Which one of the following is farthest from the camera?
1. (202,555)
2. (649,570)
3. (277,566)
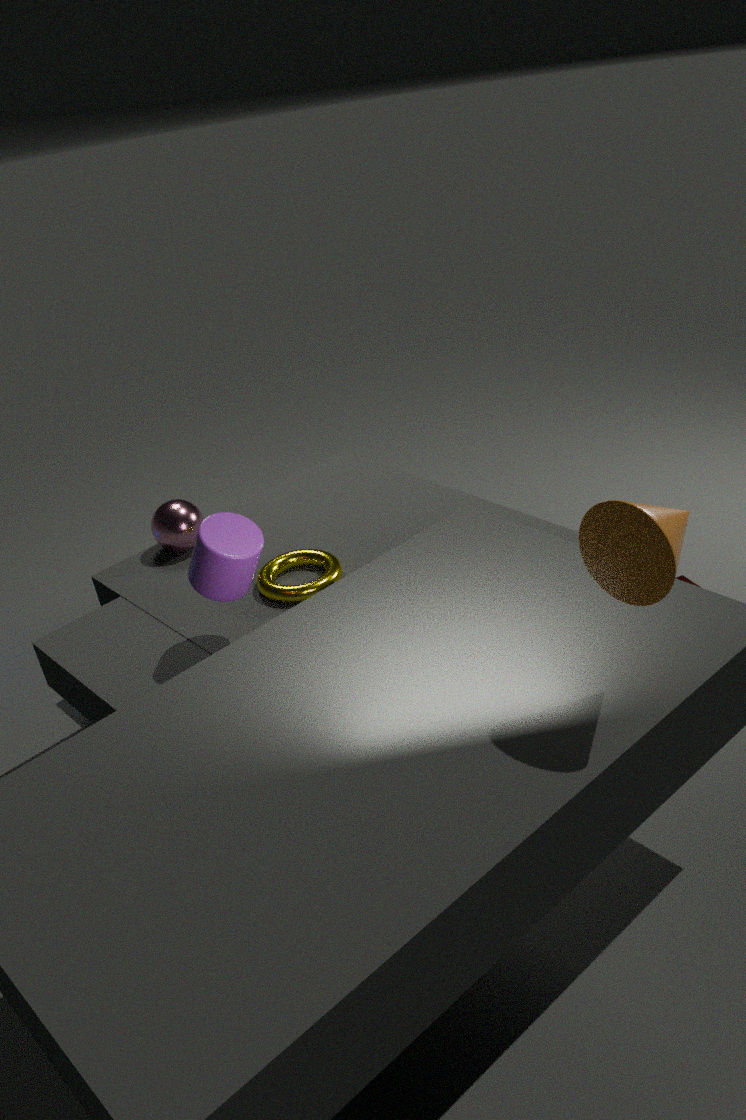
(277,566)
